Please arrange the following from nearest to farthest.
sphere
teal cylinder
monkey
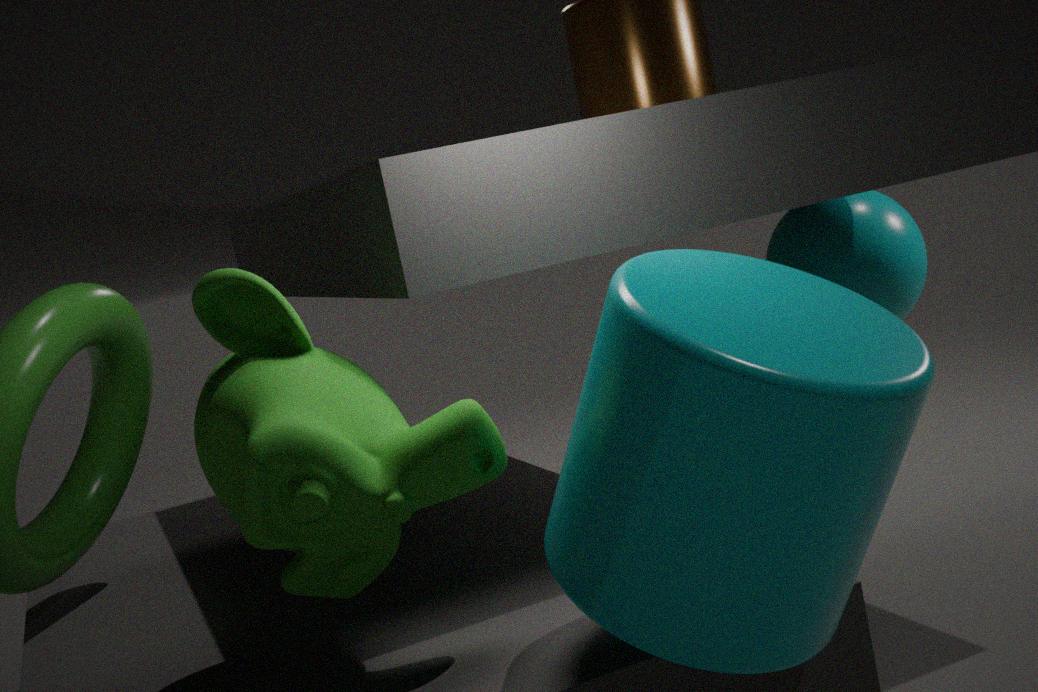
1. teal cylinder
2. monkey
3. sphere
